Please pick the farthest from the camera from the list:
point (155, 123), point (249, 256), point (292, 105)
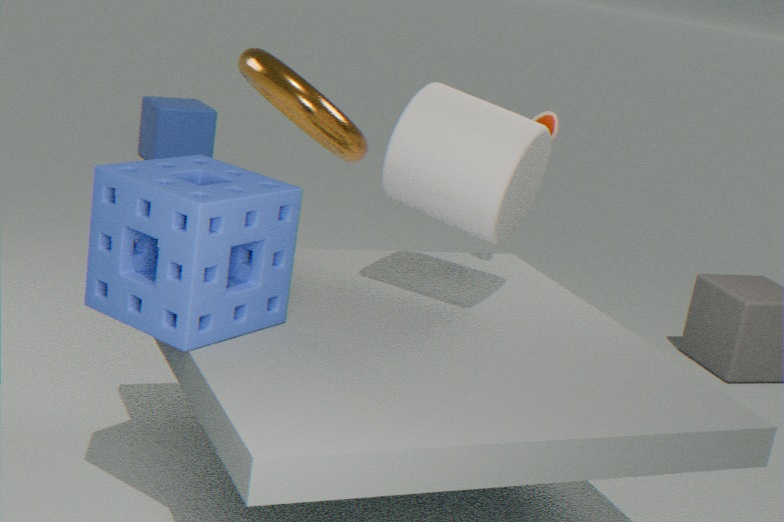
point (155, 123)
